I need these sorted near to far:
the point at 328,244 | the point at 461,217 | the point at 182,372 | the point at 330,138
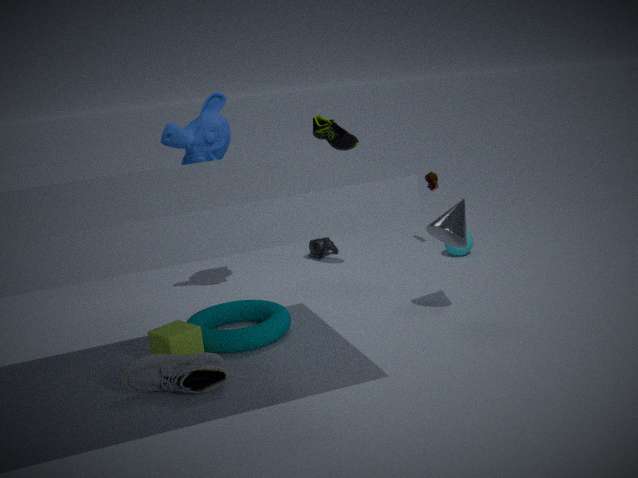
1. the point at 182,372
2. the point at 461,217
3. the point at 330,138
4. the point at 328,244
